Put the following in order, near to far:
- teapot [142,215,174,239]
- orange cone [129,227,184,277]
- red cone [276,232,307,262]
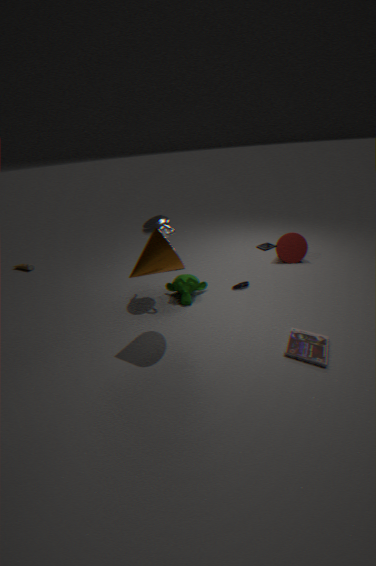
orange cone [129,227,184,277] < teapot [142,215,174,239] < red cone [276,232,307,262]
